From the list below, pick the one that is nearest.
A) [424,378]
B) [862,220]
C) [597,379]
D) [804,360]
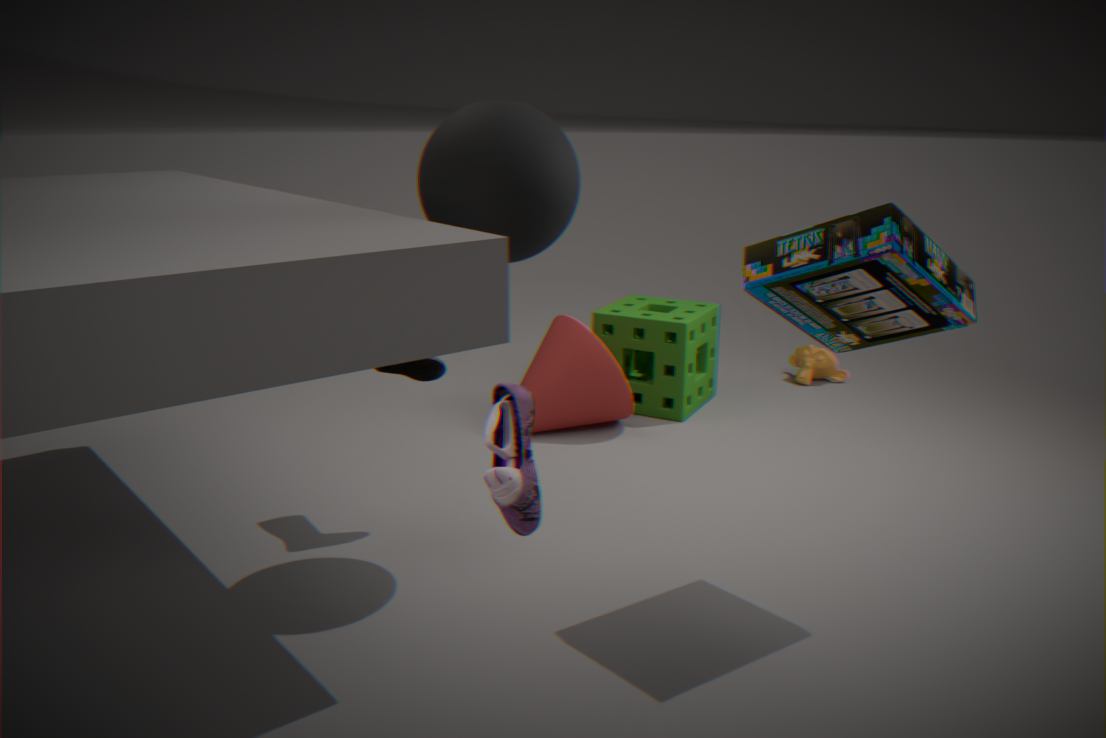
[862,220]
